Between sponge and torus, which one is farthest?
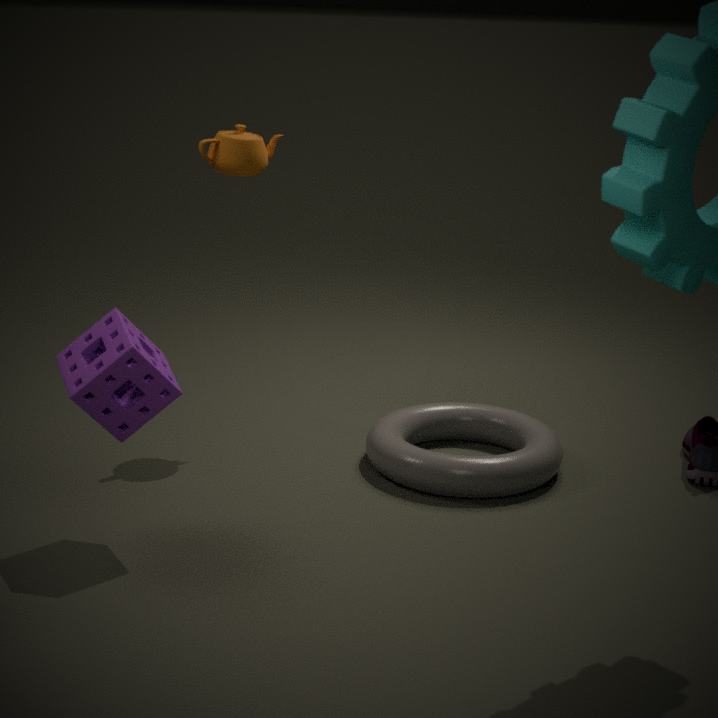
torus
